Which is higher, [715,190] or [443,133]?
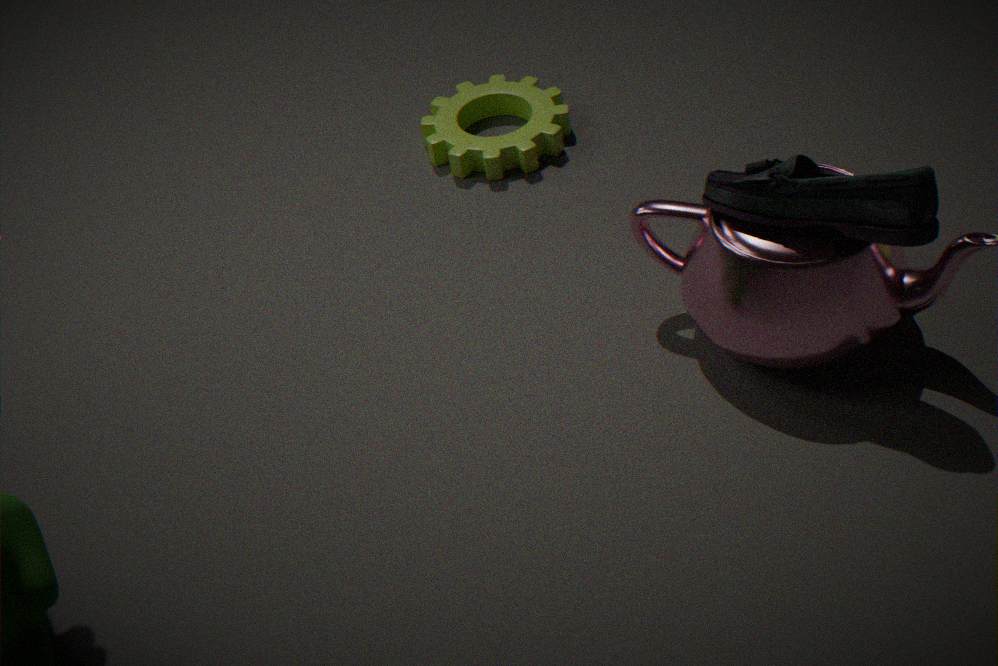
[715,190]
